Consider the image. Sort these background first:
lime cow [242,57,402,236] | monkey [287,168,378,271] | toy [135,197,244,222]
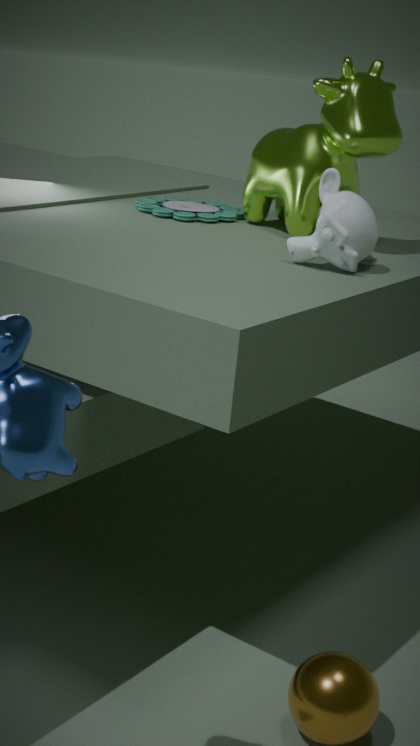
toy [135,197,244,222] < lime cow [242,57,402,236] < monkey [287,168,378,271]
